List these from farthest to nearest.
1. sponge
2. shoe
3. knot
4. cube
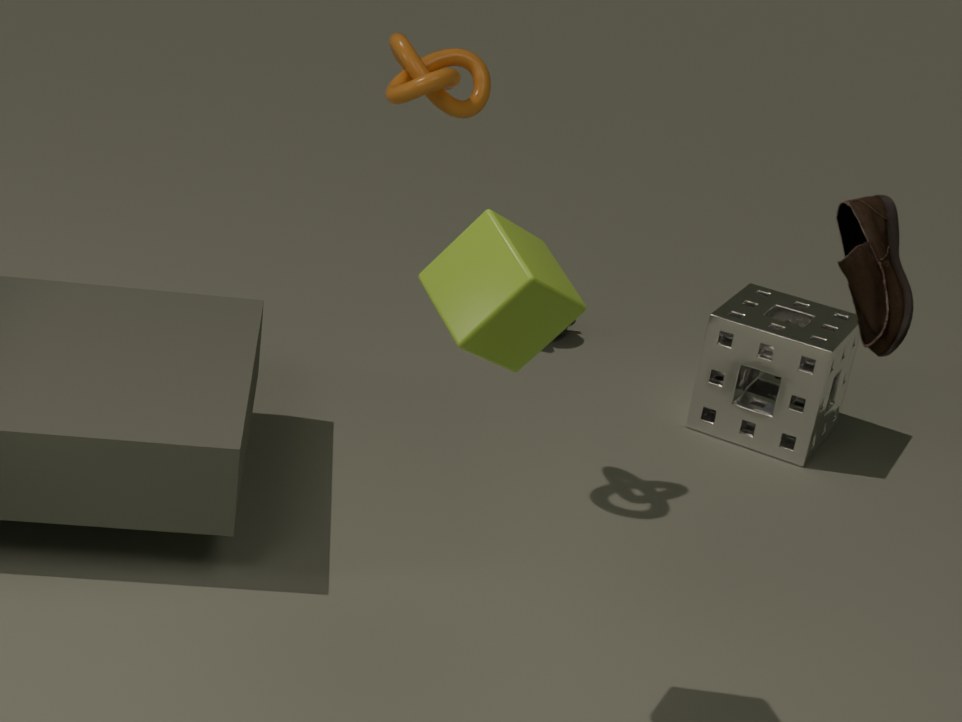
sponge
knot
cube
shoe
